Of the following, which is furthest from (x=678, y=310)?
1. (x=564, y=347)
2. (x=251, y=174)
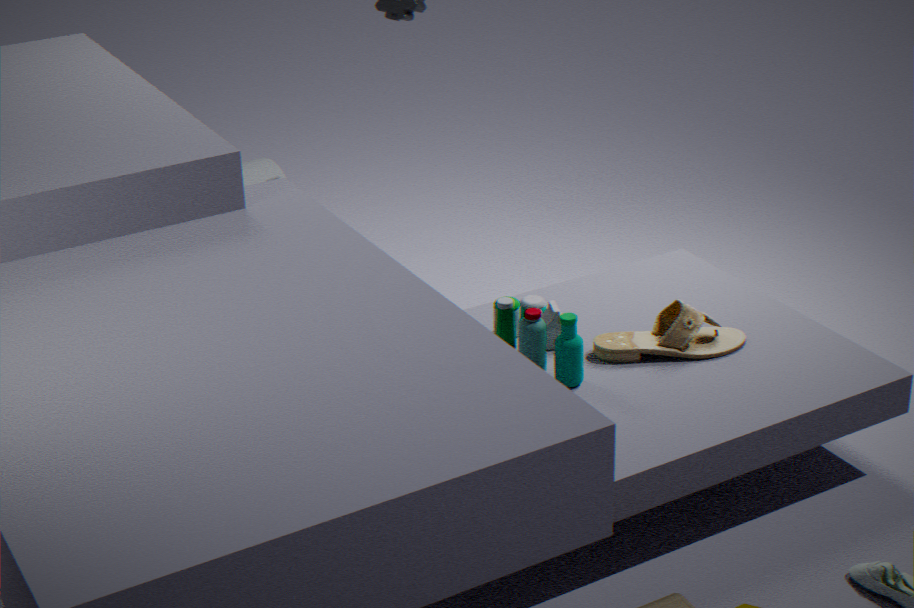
(x=251, y=174)
